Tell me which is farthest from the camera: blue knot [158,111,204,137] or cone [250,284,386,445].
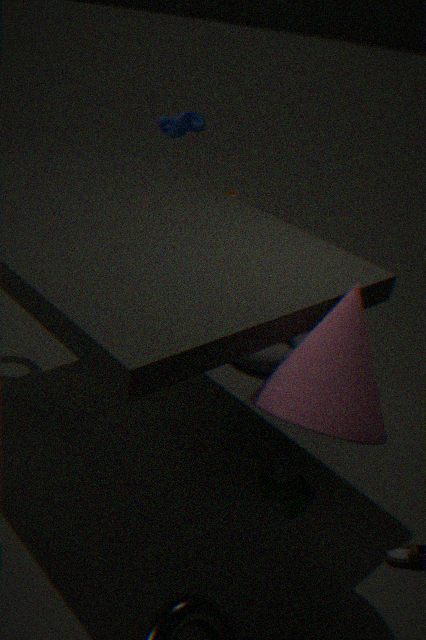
blue knot [158,111,204,137]
